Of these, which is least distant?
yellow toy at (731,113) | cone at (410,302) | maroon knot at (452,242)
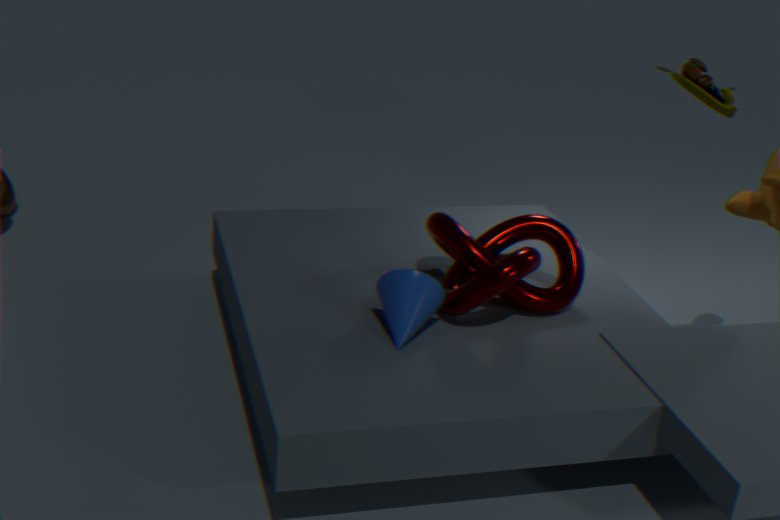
cone at (410,302)
